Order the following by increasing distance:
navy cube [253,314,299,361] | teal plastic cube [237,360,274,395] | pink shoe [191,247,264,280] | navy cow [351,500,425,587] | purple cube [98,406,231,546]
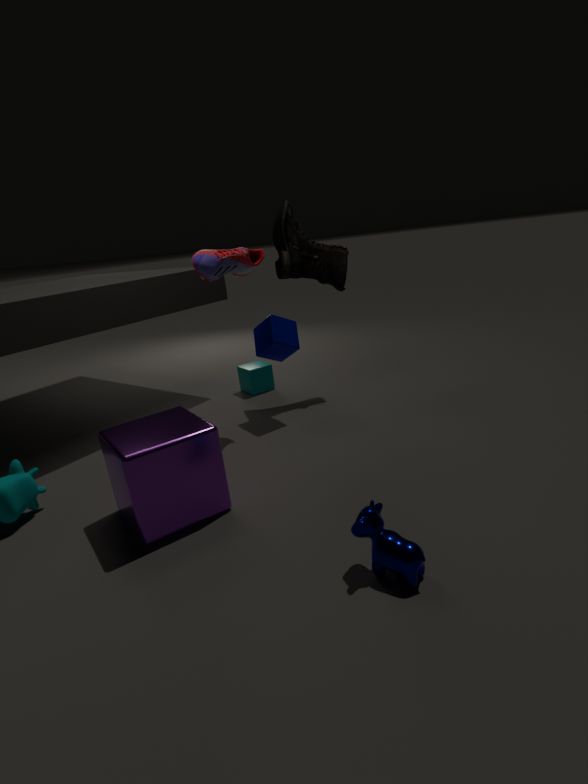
navy cow [351,500,425,587], purple cube [98,406,231,546], pink shoe [191,247,264,280], navy cube [253,314,299,361], teal plastic cube [237,360,274,395]
